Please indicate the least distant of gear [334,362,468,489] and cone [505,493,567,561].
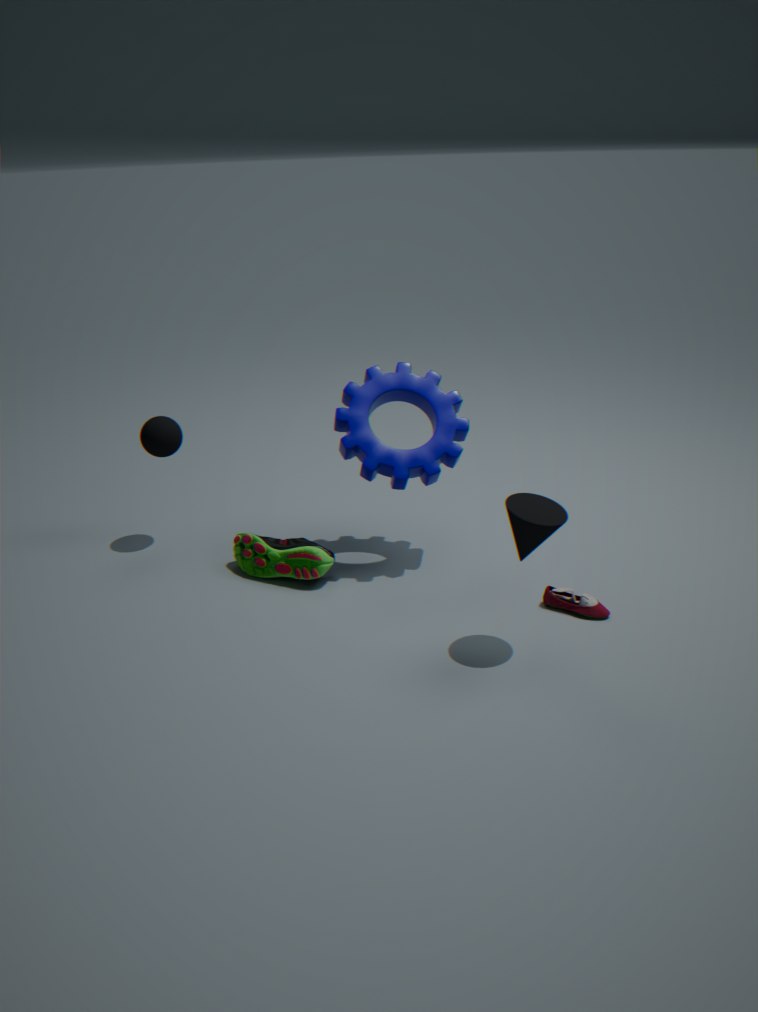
cone [505,493,567,561]
